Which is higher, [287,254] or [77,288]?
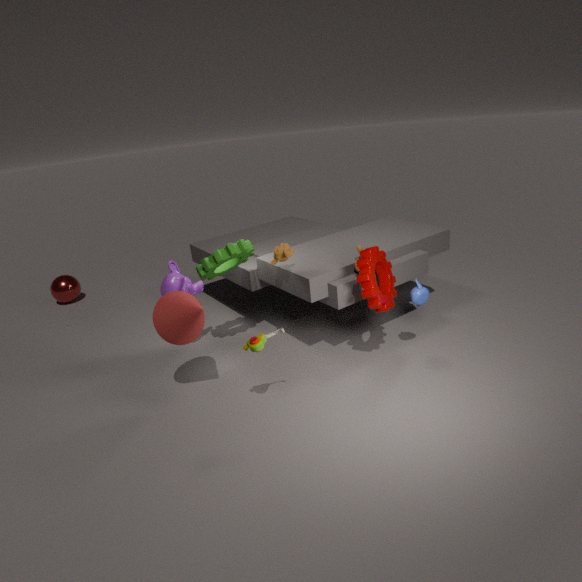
[287,254]
